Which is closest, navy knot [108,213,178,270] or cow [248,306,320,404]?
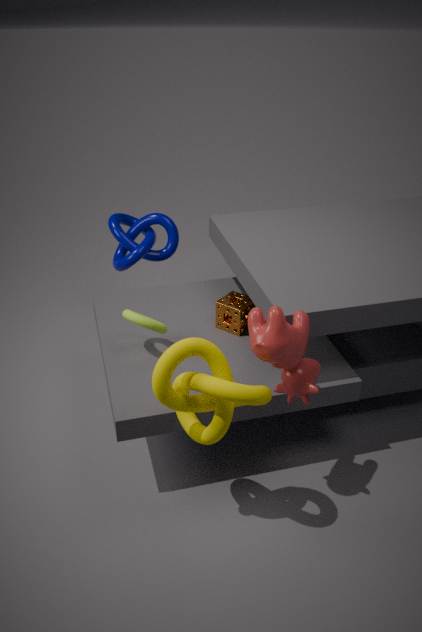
cow [248,306,320,404]
